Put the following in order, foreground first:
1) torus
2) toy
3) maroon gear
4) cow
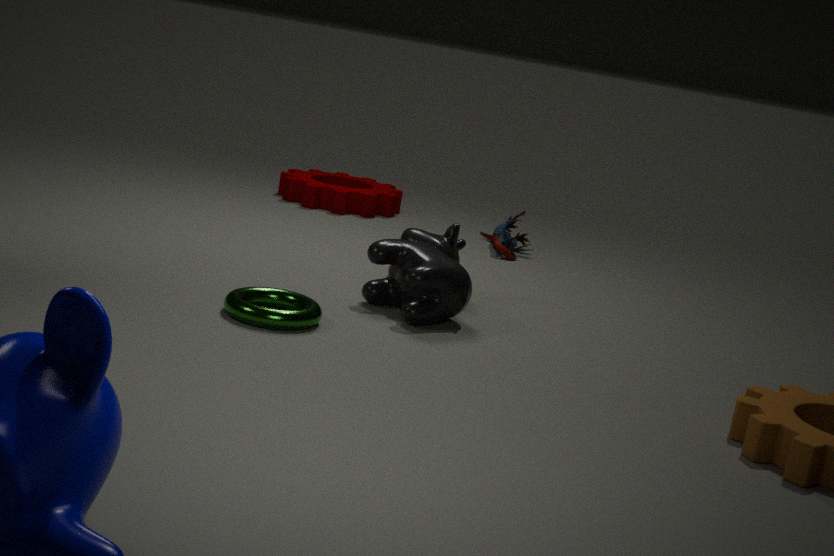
1. torus
4. cow
2. toy
3. maroon gear
